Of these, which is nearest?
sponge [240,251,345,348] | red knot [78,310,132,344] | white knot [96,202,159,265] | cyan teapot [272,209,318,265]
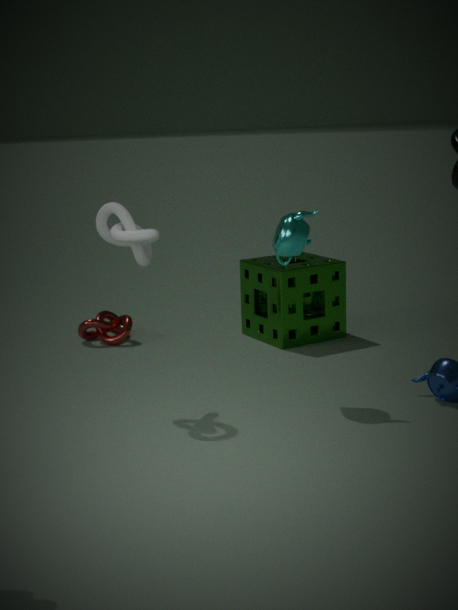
white knot [96,202,159,265]
